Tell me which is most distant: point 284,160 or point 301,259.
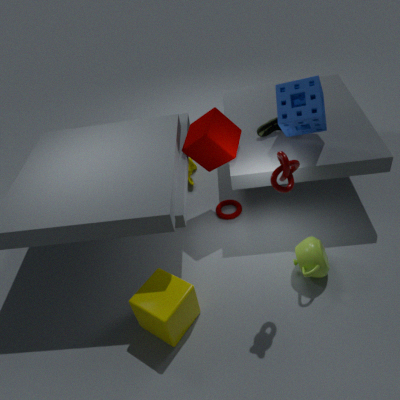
point 301,259
